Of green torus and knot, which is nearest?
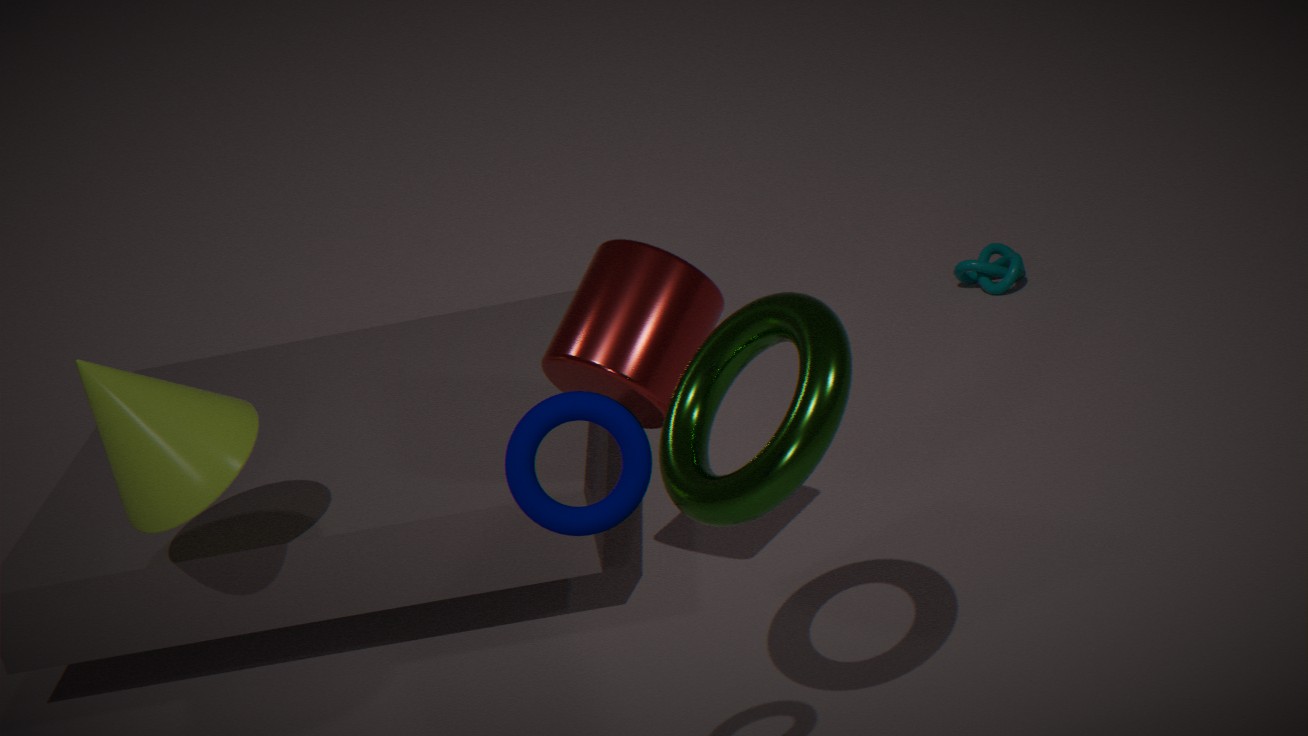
green torus
